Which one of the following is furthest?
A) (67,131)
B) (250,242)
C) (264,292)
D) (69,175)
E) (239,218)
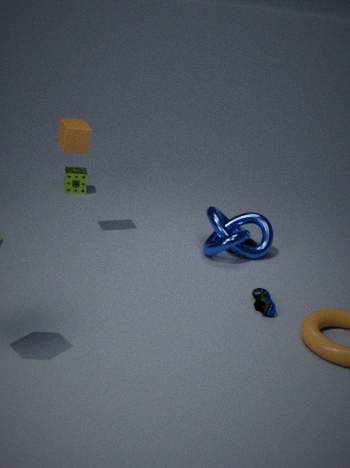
(69,175)
